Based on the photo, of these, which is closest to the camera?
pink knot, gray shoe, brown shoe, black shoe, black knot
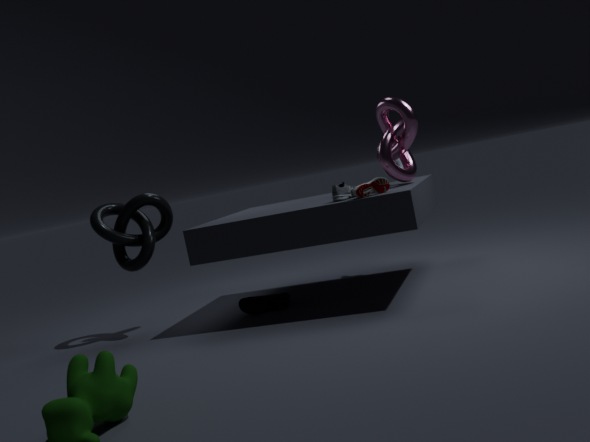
brown shoe
